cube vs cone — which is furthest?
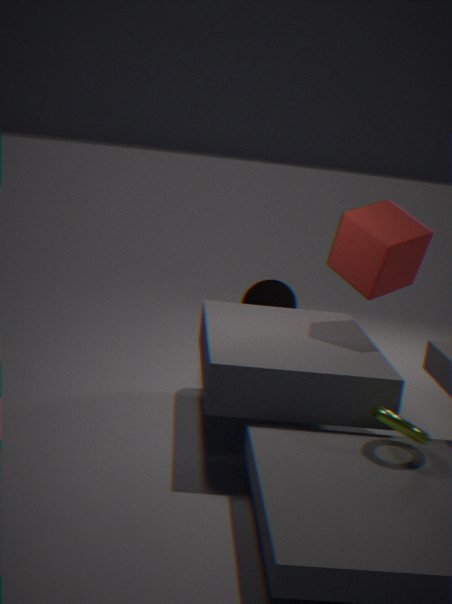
cone
